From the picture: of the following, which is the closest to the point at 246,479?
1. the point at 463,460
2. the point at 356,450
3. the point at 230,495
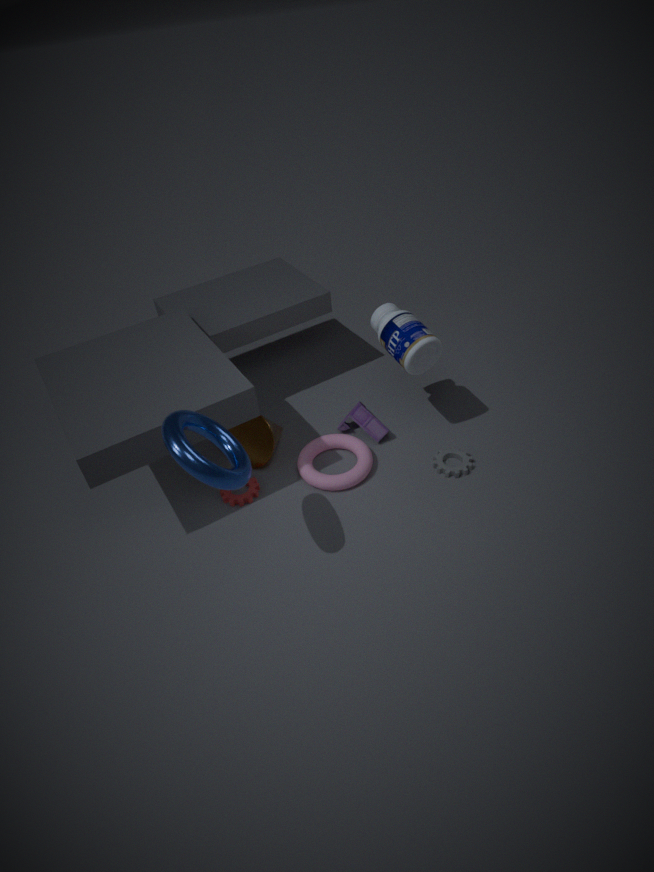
the point at 230,495
